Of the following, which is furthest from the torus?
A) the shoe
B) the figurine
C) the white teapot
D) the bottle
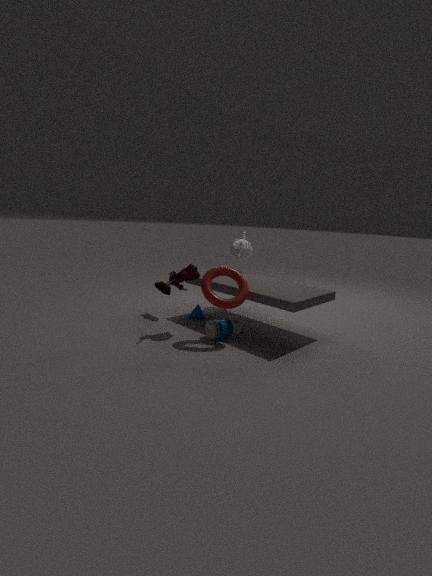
the white teapot
